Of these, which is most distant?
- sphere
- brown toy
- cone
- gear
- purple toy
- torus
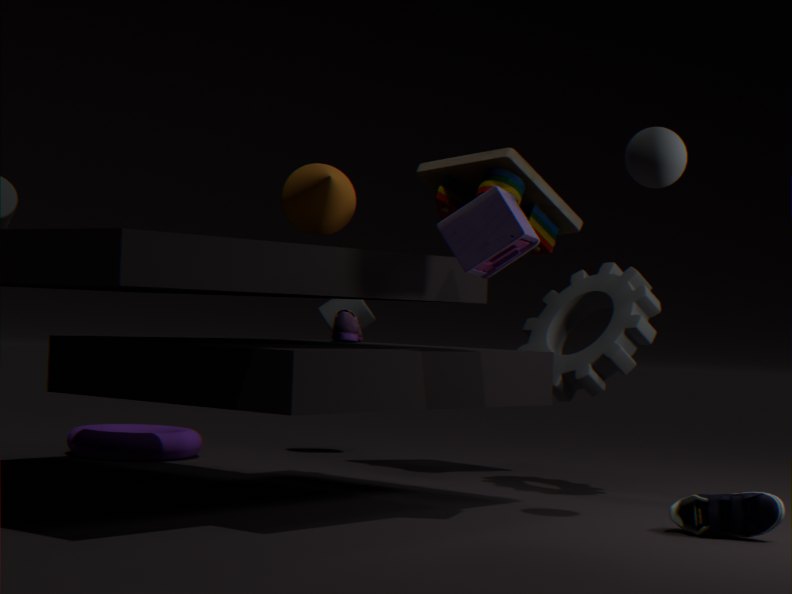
torus
